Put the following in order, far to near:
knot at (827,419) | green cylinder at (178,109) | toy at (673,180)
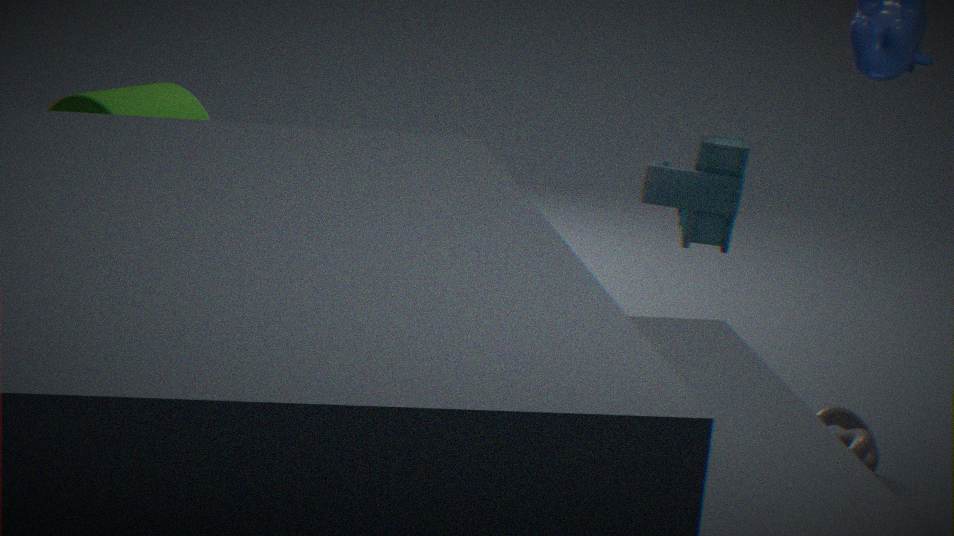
1. green cylinder at (178,109)
2. knot at (827,419)
3. toy at (673,180)
